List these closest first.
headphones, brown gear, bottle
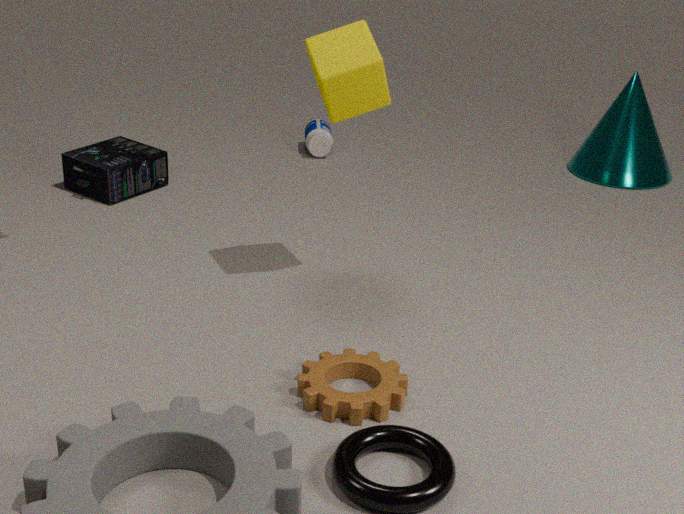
brown gear, headphones, bottle
